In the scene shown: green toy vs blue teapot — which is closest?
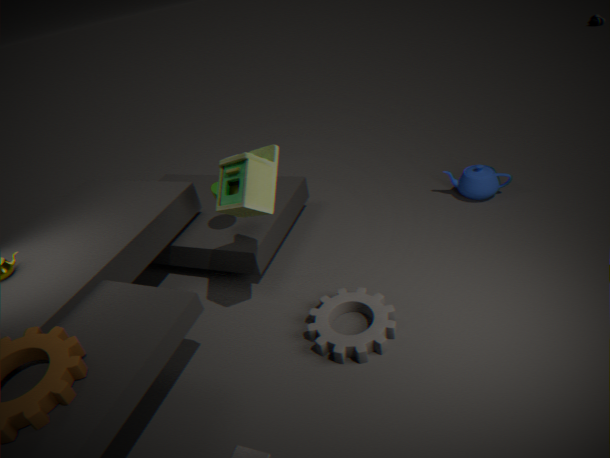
green toy
